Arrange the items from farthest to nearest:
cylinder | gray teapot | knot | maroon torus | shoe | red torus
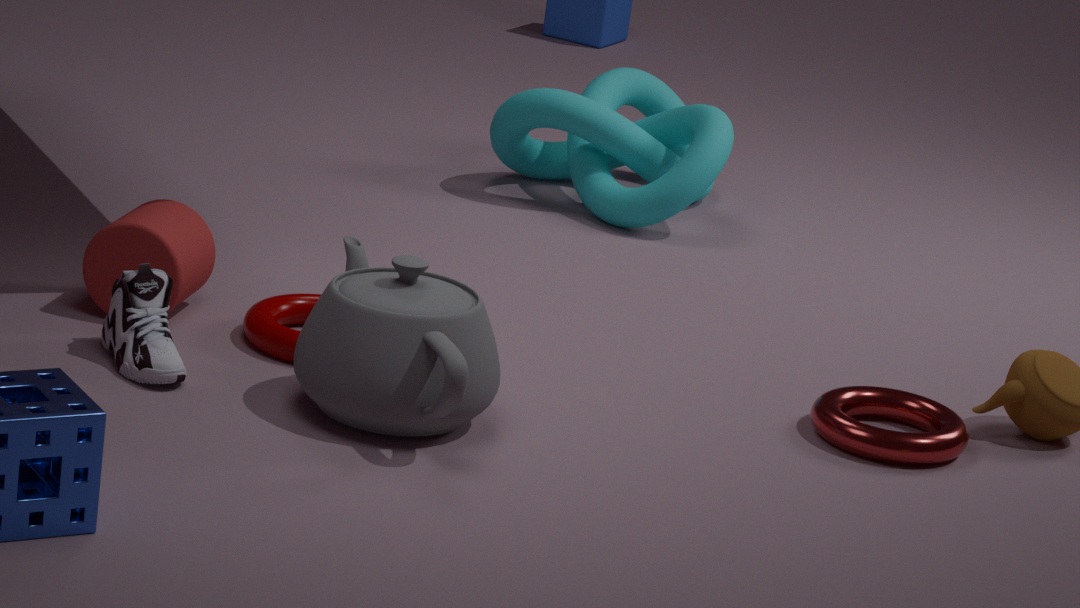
1. knot
2. cylinder
3. maroon torus
4. red torus
5. shoe
6. gray teapot
